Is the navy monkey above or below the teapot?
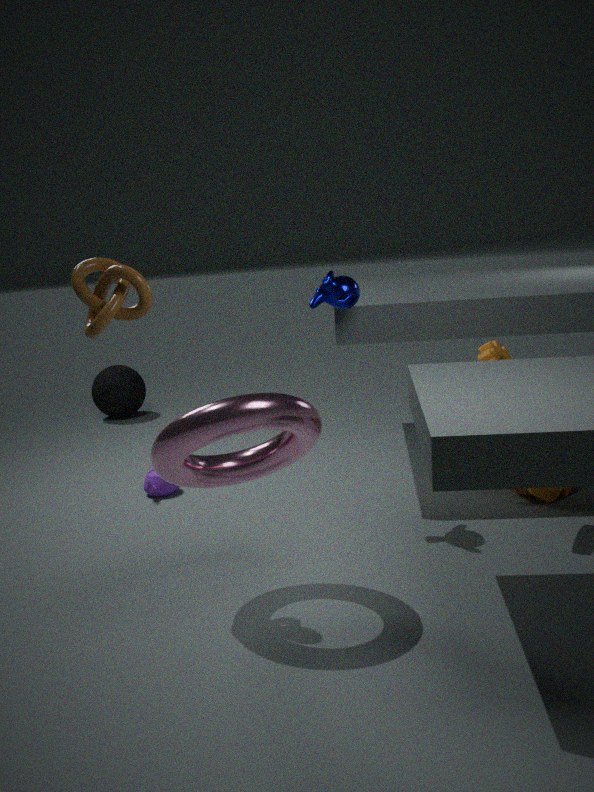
above
